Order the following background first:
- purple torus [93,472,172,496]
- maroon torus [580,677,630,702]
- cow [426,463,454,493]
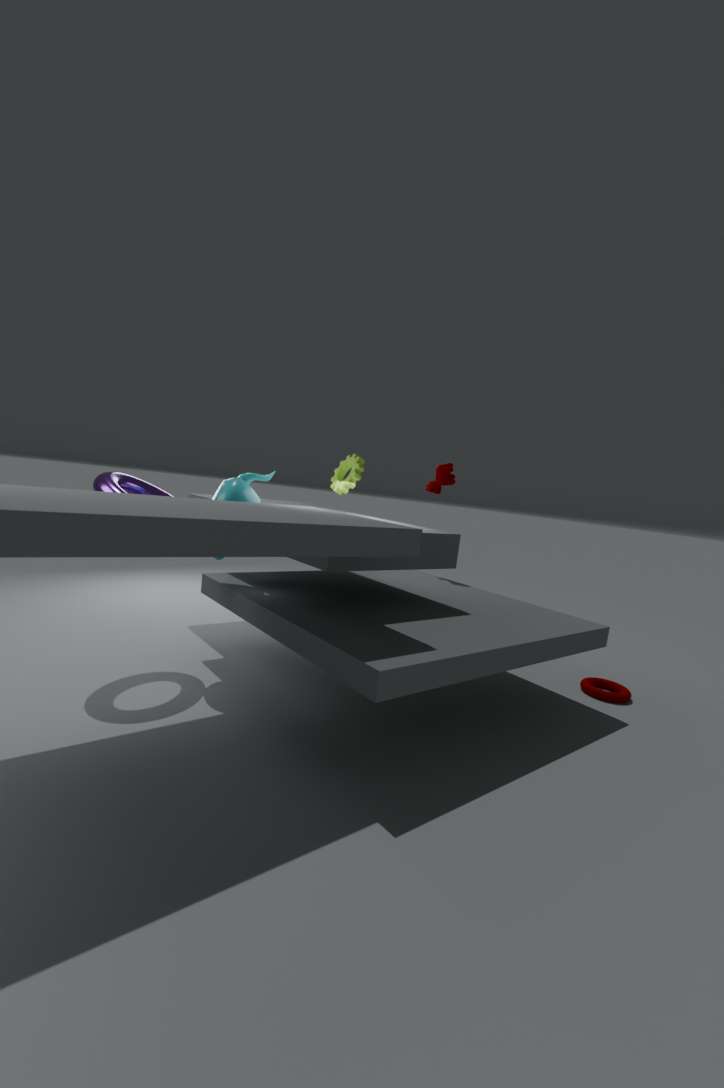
cow [426,463,454,493], maroon torus [580,677,630,702], purple torus [93,472,172,496]
